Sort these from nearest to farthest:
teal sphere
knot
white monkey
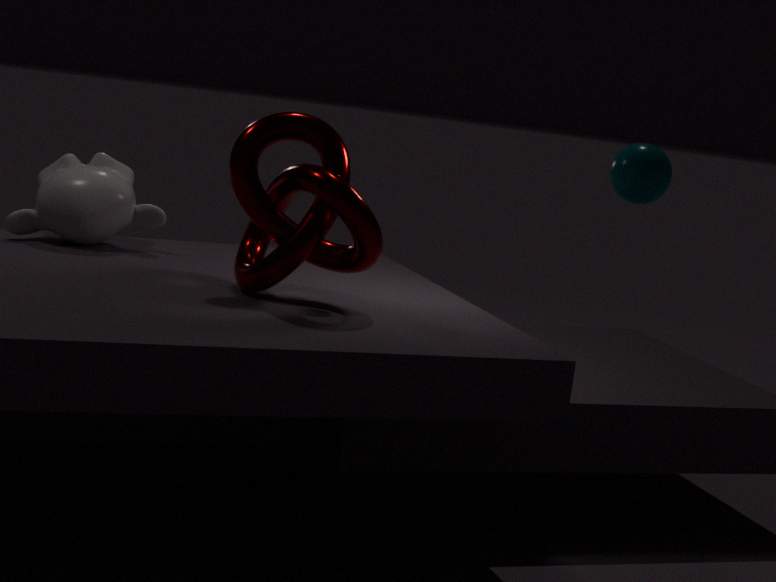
knot < teal sphere < white monkey
